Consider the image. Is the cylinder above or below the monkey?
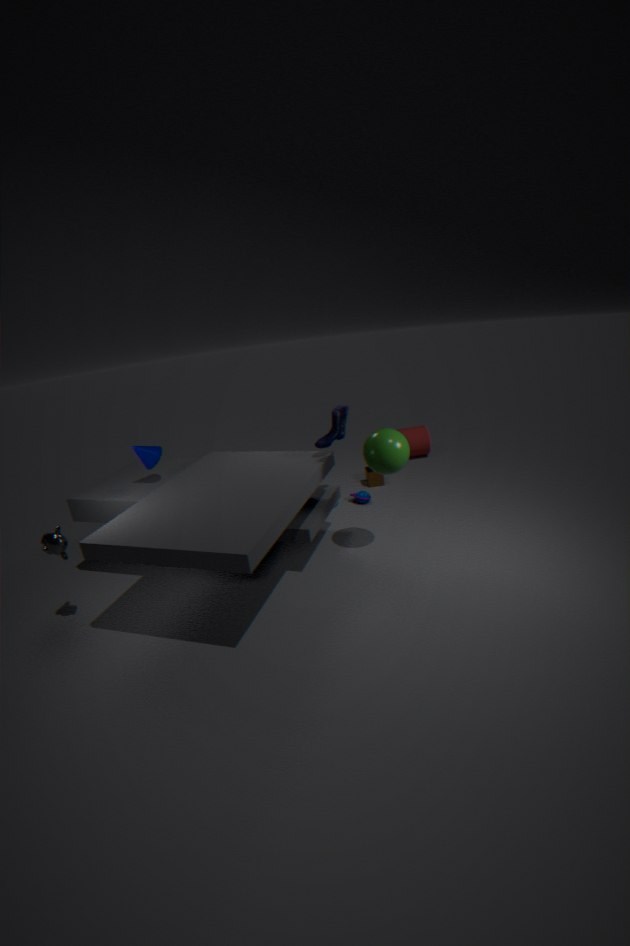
below
